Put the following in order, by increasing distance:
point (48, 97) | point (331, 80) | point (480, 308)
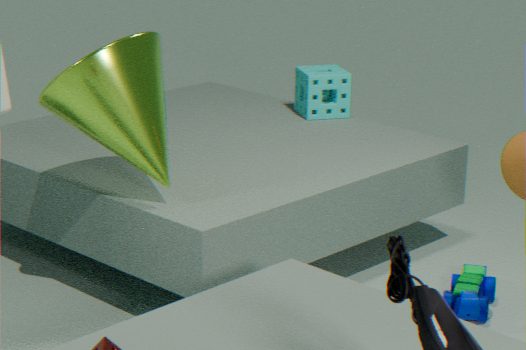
point (48, 97) → point (480, 308) → point (331, 80)
